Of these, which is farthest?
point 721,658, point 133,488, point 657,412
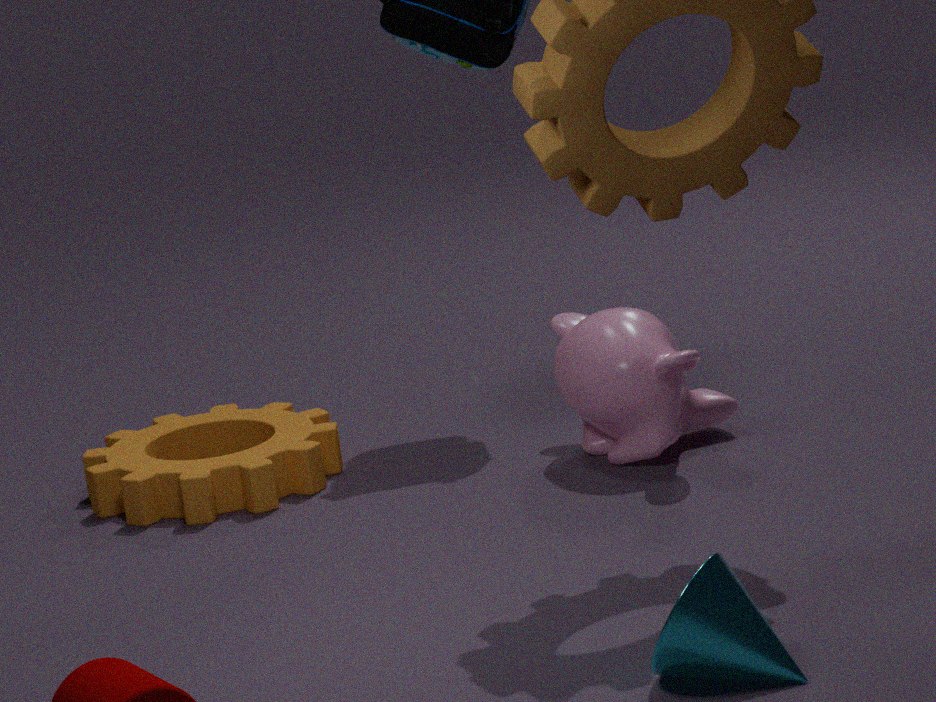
point 133,488
